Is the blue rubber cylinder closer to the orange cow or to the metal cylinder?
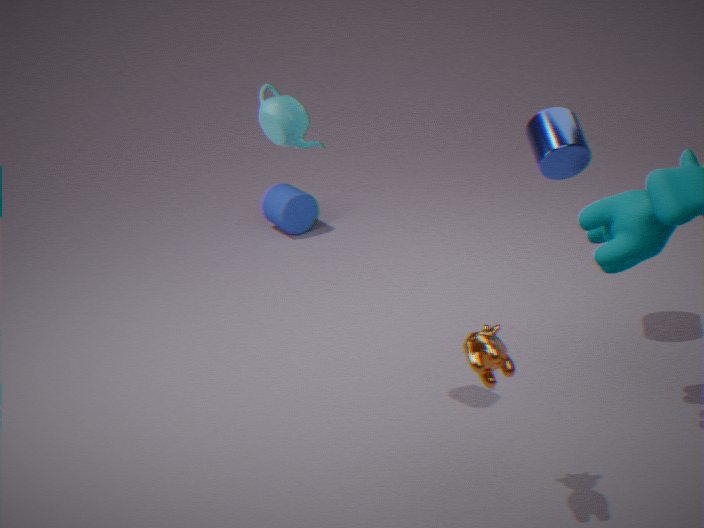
the metal cylinder
